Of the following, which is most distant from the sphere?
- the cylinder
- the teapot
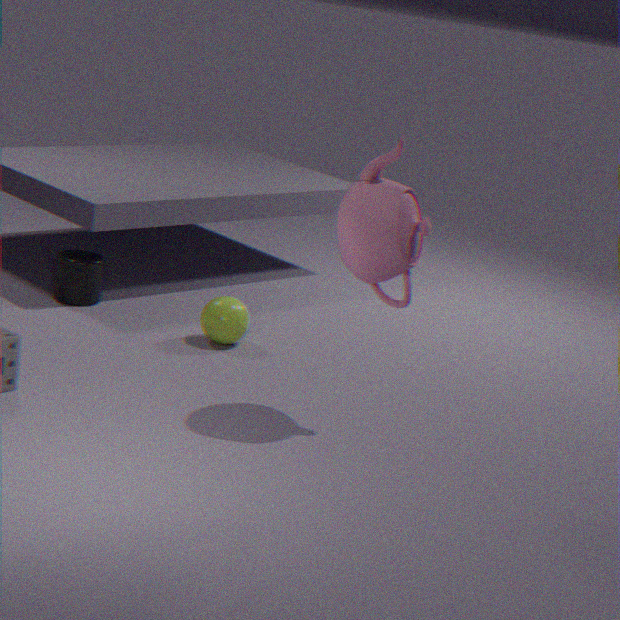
the teapot
